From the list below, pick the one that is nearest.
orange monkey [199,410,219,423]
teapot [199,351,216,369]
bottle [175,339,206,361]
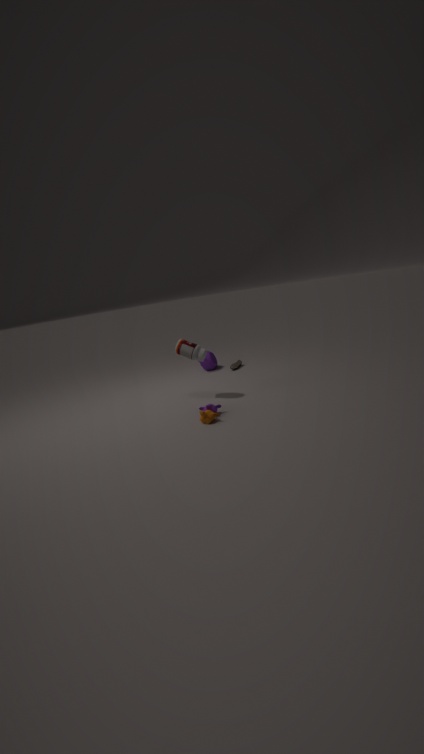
orange monkey [199,410,219,423]
